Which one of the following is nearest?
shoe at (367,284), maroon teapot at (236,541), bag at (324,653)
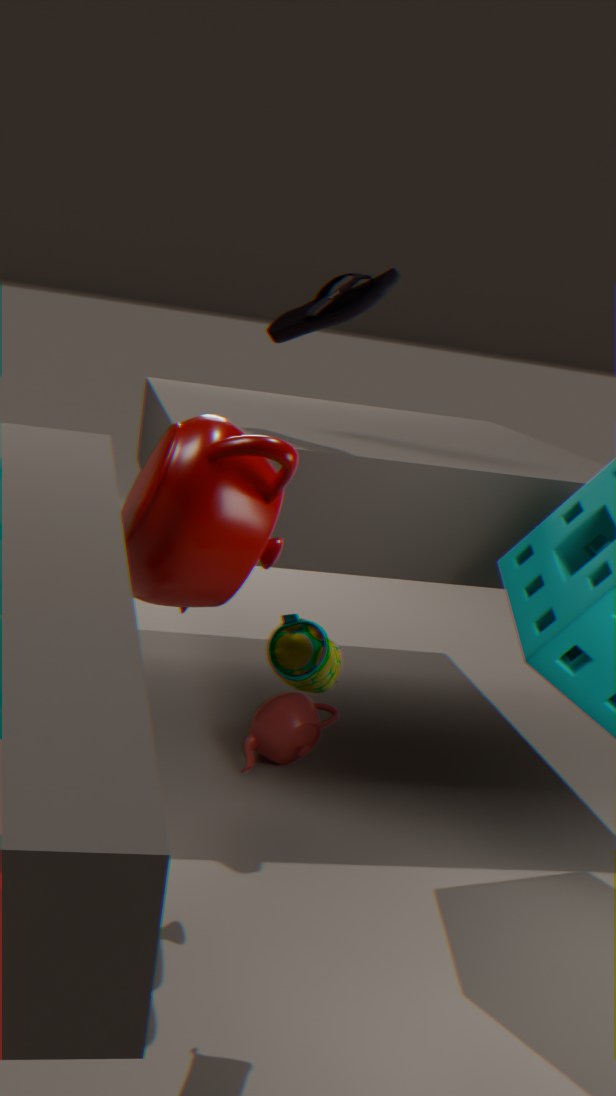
bag at (324,653)
